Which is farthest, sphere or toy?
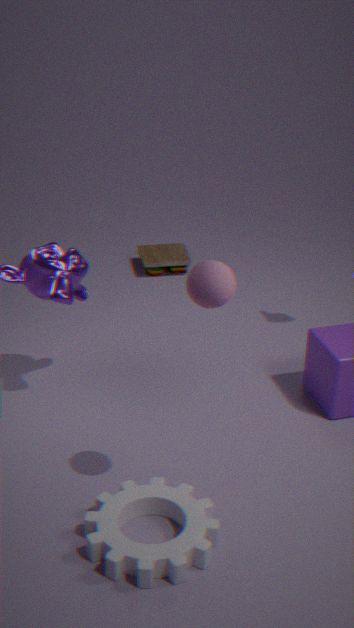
toy
